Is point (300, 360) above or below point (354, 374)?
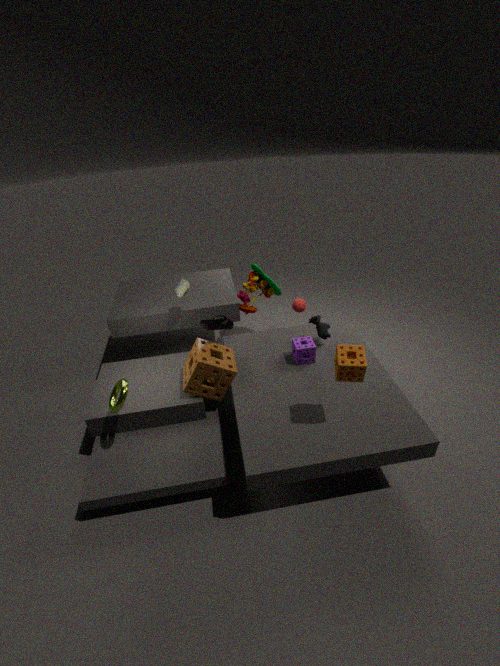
below
